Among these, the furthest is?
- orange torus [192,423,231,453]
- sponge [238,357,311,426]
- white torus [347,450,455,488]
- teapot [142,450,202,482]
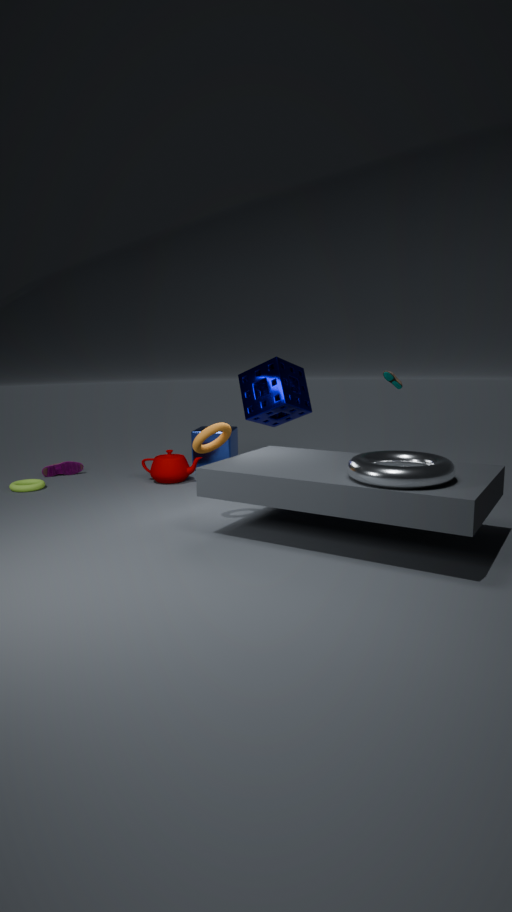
teapot [142,450,202,482]
